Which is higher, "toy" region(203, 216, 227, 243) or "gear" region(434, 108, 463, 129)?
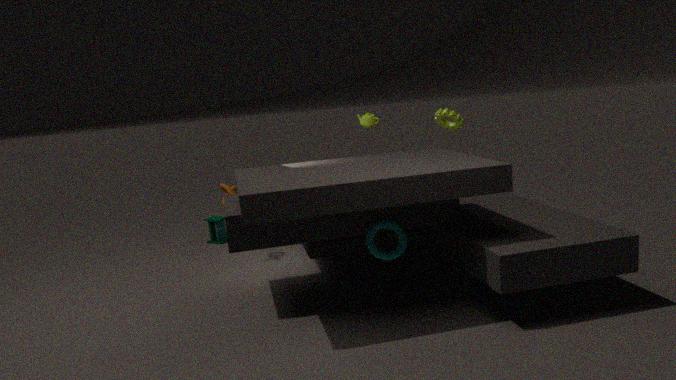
"gear" region(434, 108, 463, 129)
